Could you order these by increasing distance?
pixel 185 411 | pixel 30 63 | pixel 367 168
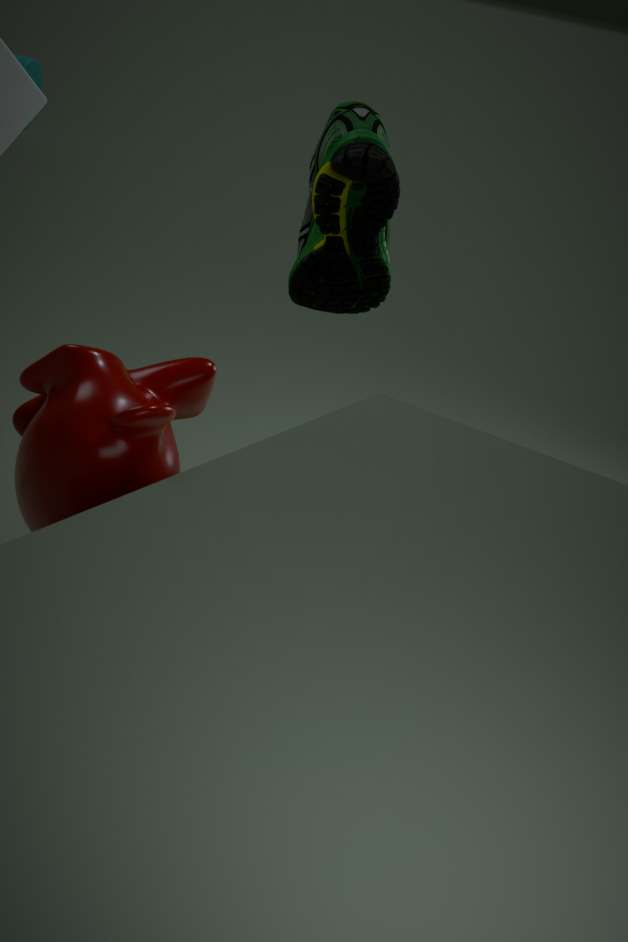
pixel 185 411
pixel 367 168
pixel 30 63
